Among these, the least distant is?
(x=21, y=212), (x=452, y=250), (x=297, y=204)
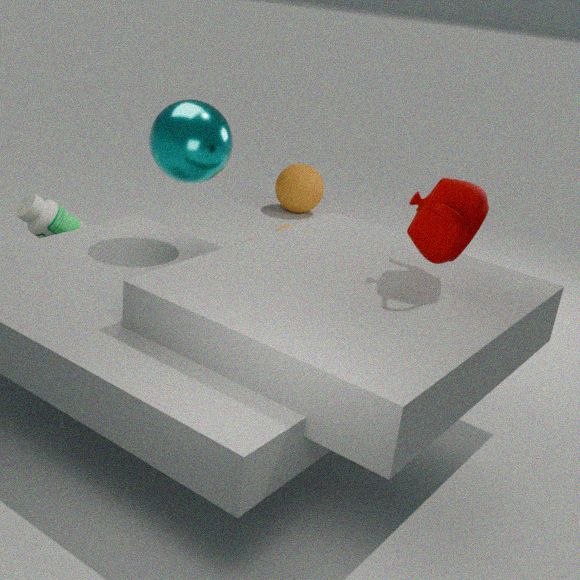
(x=452, y=250)
